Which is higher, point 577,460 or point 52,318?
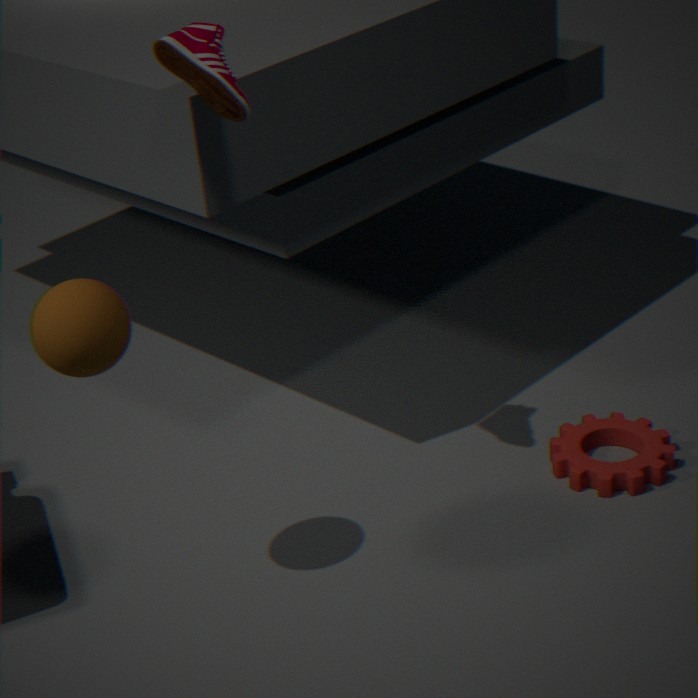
point 52,318
